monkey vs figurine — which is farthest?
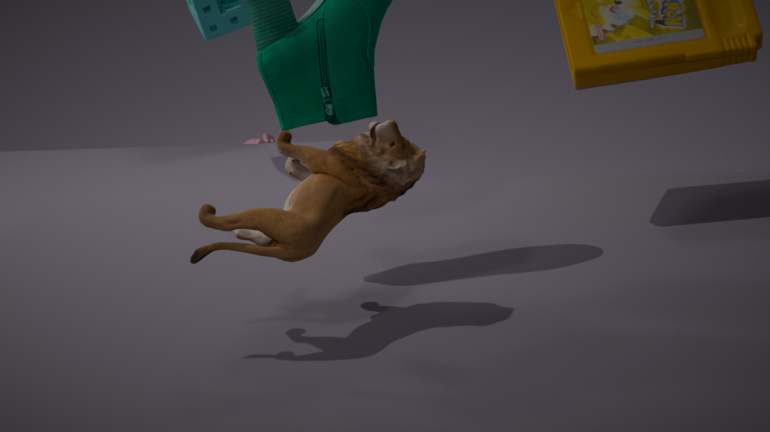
monkey
